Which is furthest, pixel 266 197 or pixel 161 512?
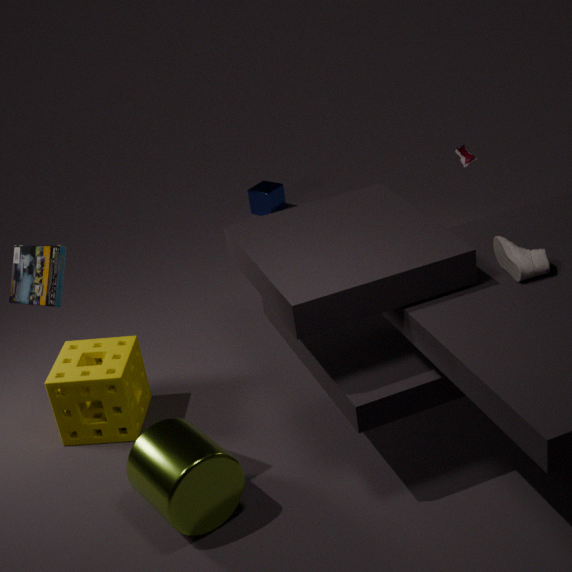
pixel 266 197
